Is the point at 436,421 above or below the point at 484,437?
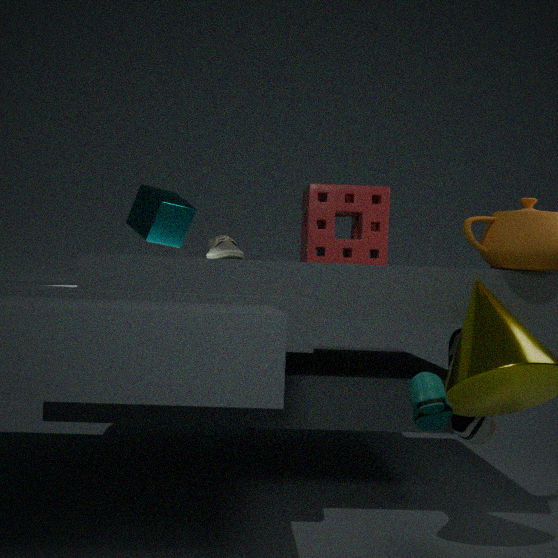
above
